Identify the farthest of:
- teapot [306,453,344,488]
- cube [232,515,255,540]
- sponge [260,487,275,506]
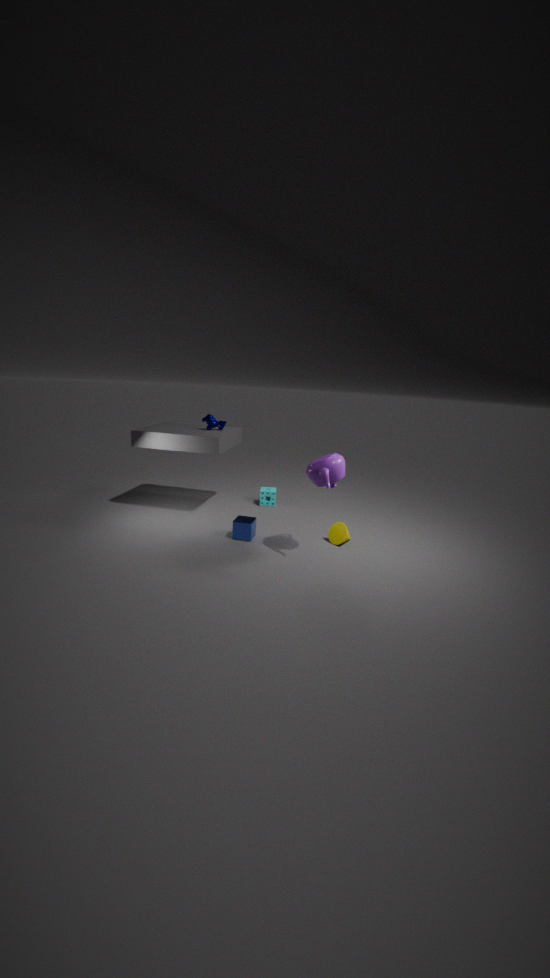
sponge [260,487,275,506]
